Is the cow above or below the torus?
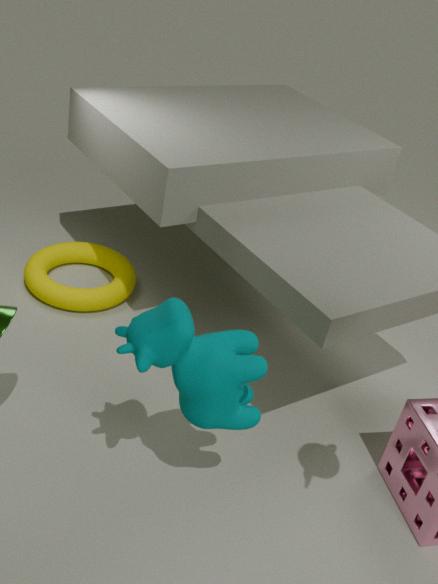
above
